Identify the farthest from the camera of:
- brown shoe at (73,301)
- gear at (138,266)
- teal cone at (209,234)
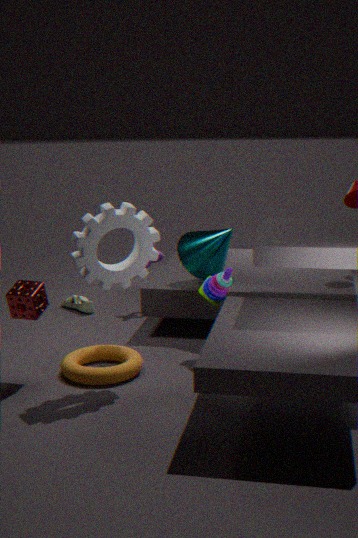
brown shoe at (73,301)
